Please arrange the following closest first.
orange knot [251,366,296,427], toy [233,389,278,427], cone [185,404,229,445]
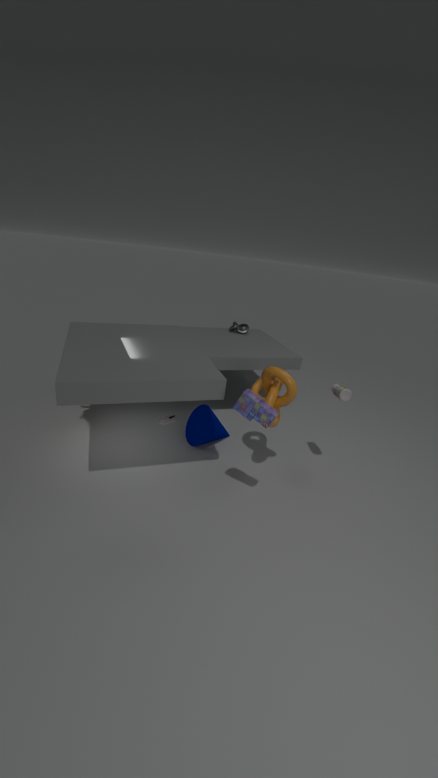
toy [233,389,278,427]
orange knot [251,366,296,427]
cone [185,404,229,445]
